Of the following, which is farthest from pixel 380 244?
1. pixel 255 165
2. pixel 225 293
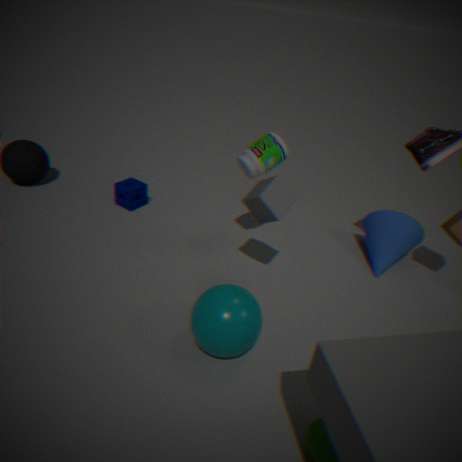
pixel 225 293
